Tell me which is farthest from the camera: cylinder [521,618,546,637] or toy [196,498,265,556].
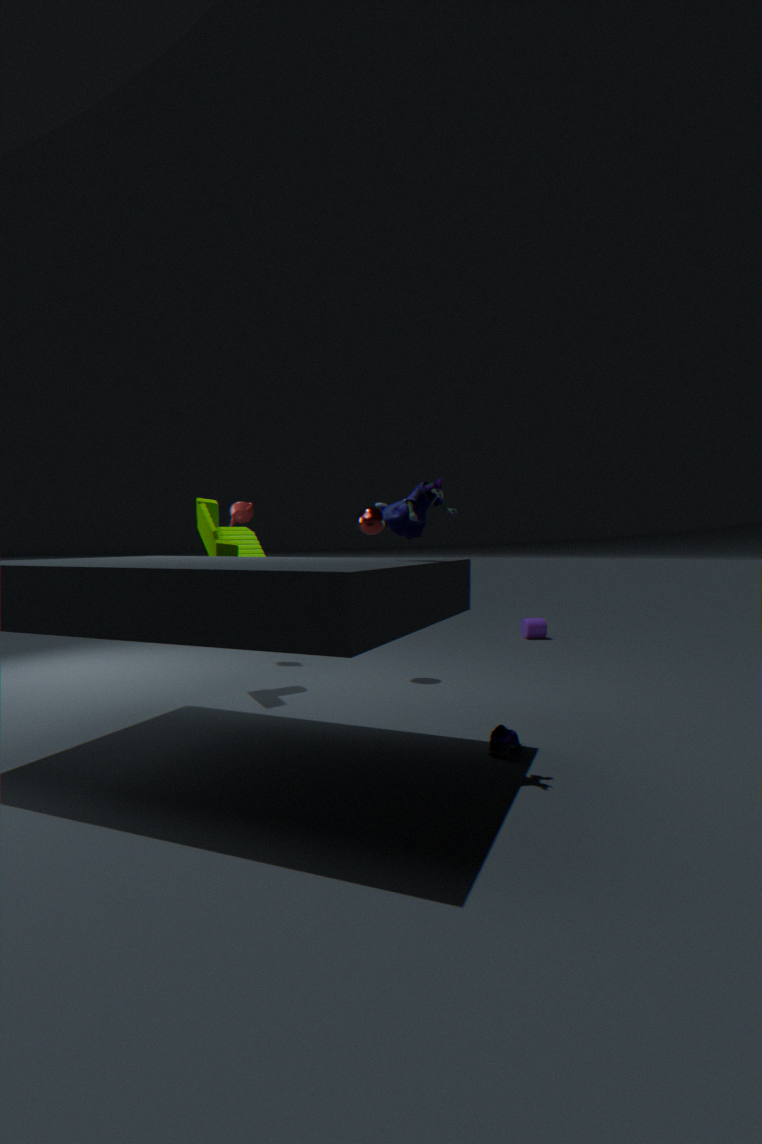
cylinder [521,618,546,637]
